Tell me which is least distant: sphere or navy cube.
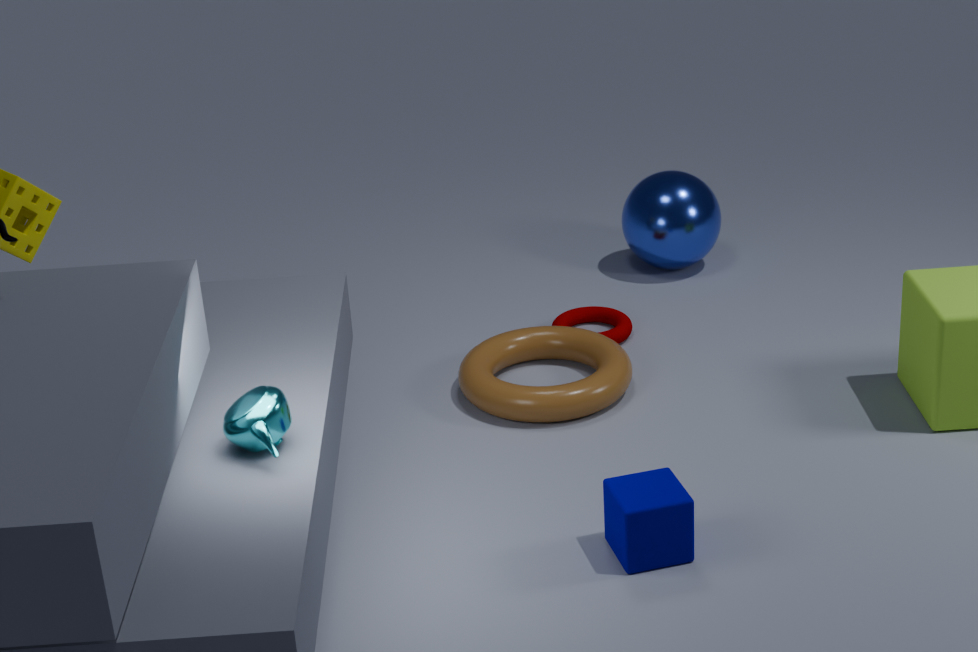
navy cube
